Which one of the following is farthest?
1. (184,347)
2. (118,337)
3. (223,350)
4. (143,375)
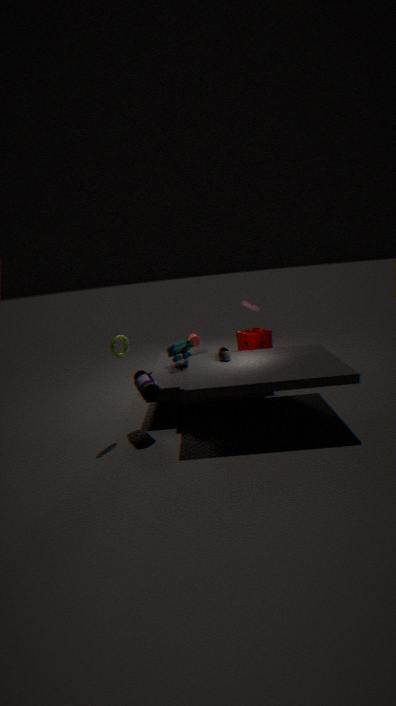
(184,347)
